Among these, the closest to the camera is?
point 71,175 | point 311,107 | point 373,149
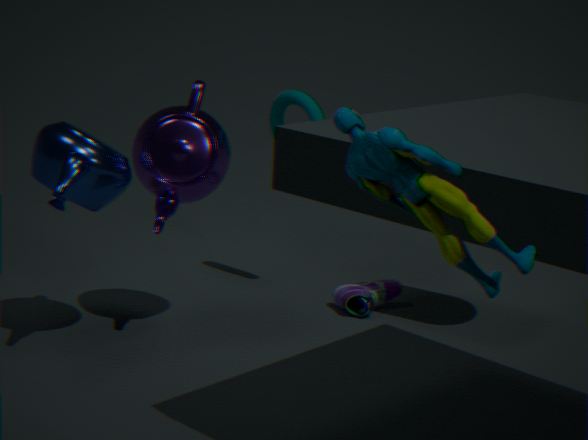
point 373,149
